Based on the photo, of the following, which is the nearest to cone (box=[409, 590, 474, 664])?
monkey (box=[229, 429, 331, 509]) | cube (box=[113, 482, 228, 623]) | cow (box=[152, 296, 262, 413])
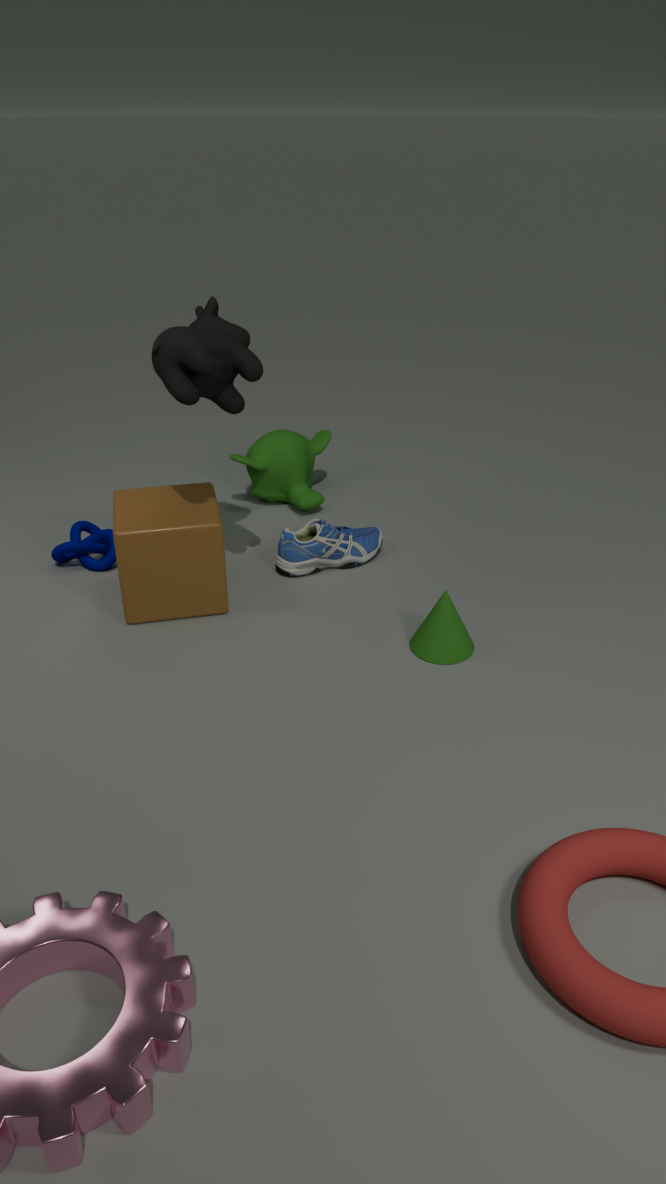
cube (box=[113, 482, 228, 623])
